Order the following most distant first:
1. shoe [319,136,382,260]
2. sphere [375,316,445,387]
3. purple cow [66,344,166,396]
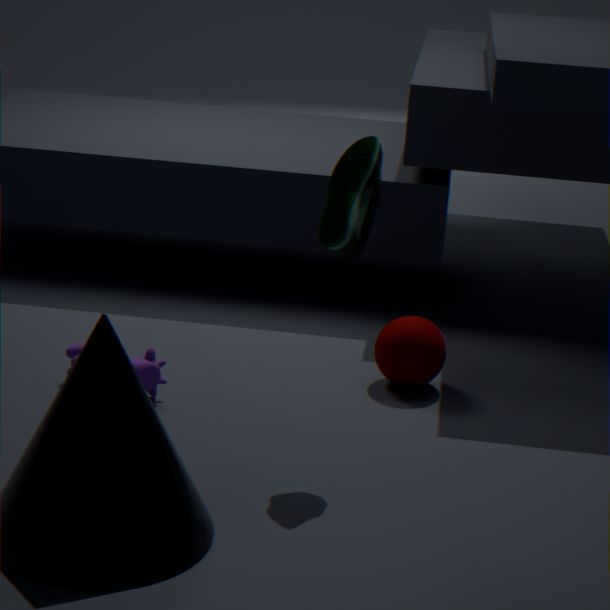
sphere [375,316,445,387]
purple cow [66,344,166,396]
shoe [319,136,382,260]
